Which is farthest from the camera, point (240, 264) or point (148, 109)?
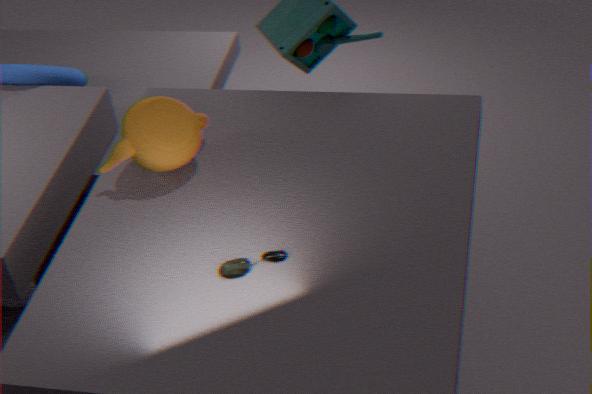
point (148, 109)
